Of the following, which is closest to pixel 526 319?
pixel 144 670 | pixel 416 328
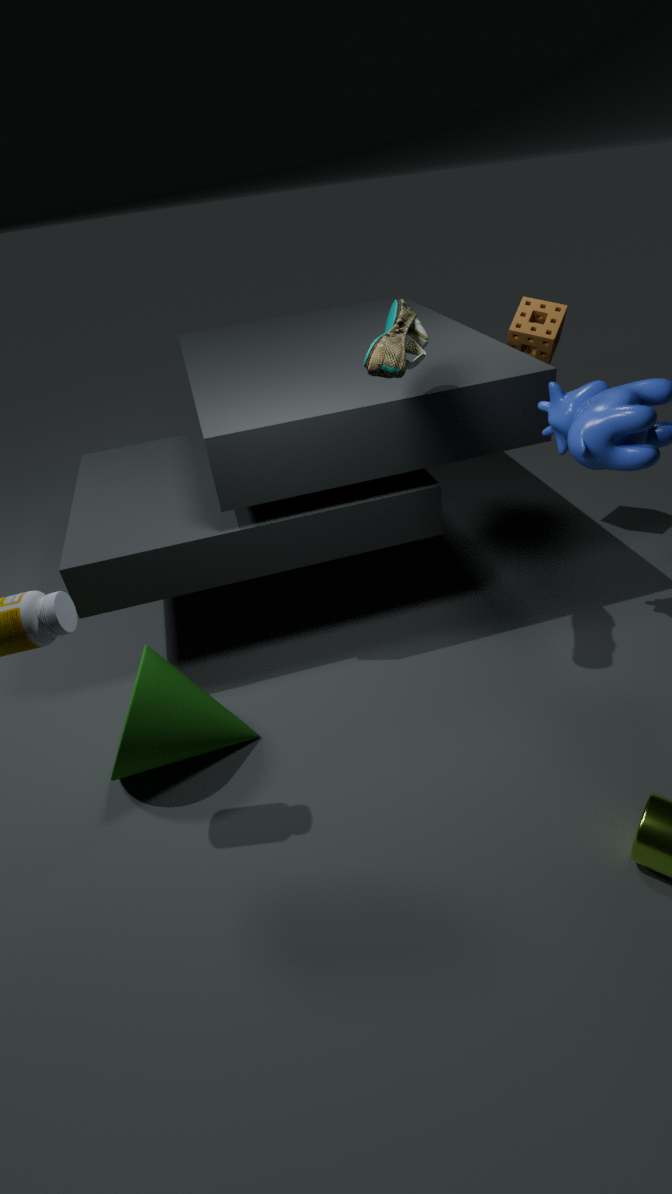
pixel 416 328
